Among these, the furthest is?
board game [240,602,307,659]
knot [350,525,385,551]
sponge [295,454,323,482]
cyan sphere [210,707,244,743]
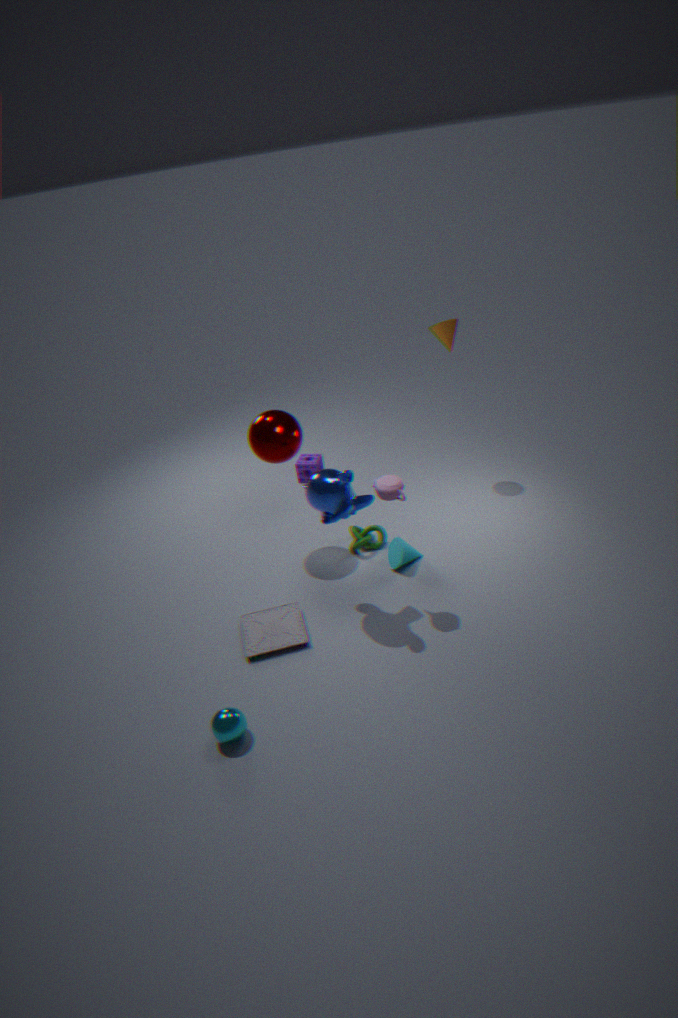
sponge [295,454,323,482]
